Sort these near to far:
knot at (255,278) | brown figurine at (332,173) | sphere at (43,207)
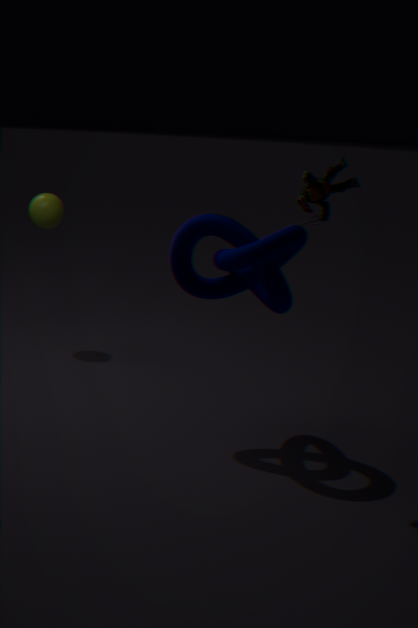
brown figurine at (332,173), knot at (255,278), sphere at (43,207)
